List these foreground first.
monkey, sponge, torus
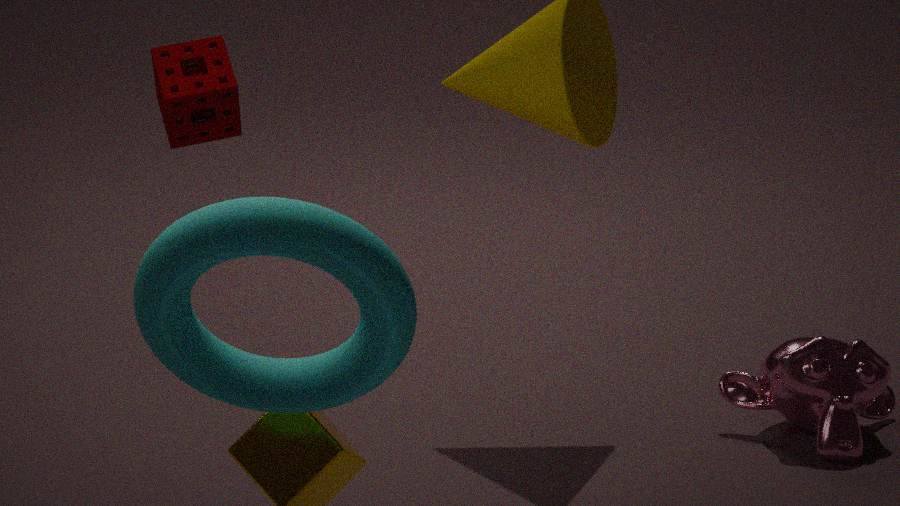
torus, sponge, monkey
